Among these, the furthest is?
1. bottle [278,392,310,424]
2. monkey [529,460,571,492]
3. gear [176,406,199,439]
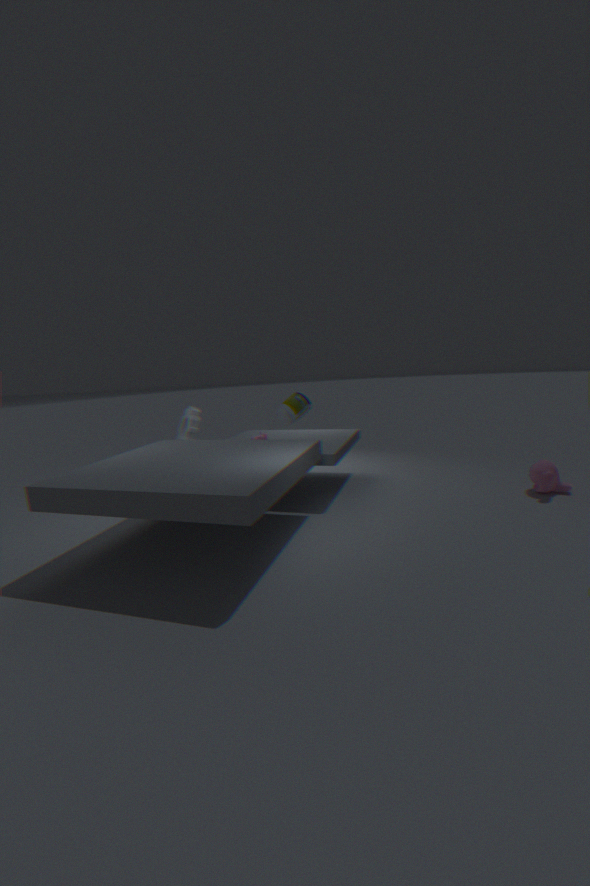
bottle [278,392,310,424]
